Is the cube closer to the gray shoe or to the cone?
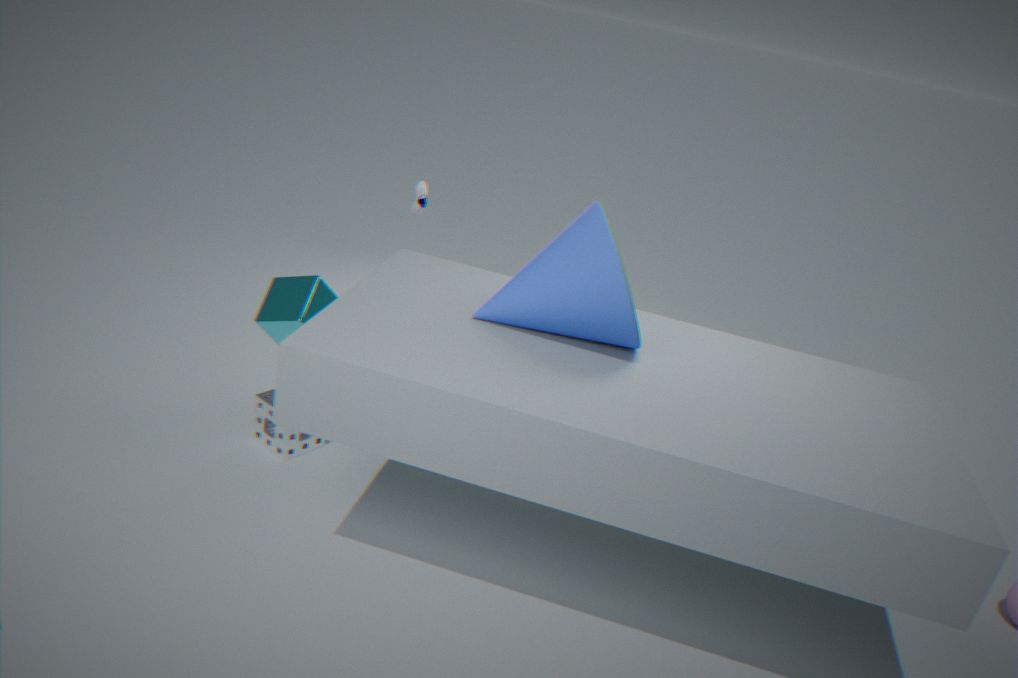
the cone
